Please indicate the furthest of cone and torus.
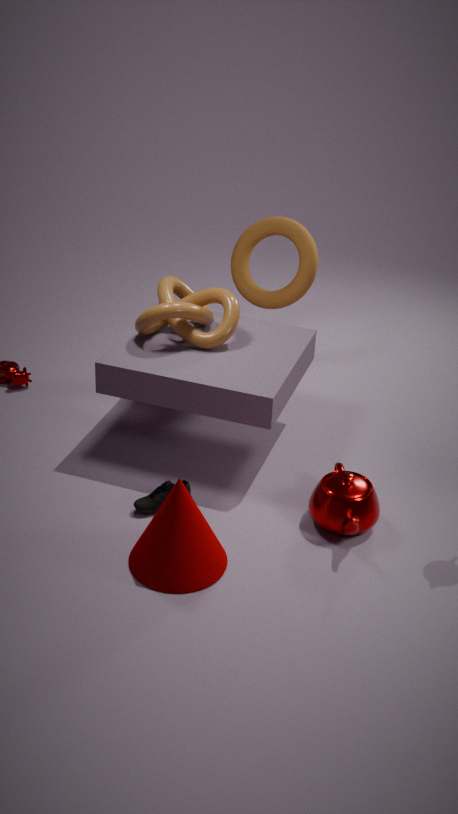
torus
